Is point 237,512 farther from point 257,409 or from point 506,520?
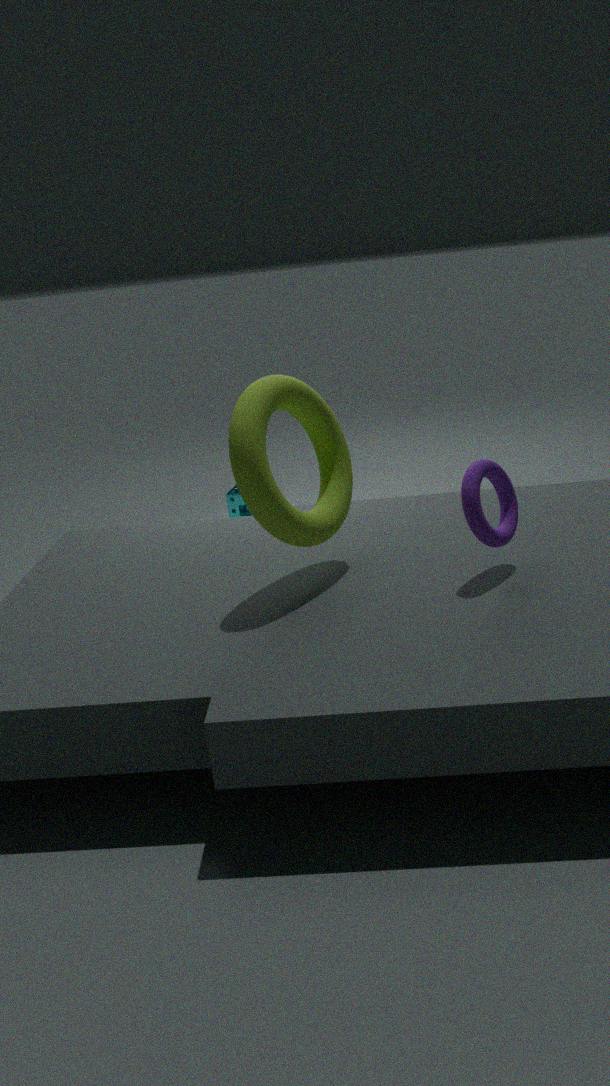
point 506,520
